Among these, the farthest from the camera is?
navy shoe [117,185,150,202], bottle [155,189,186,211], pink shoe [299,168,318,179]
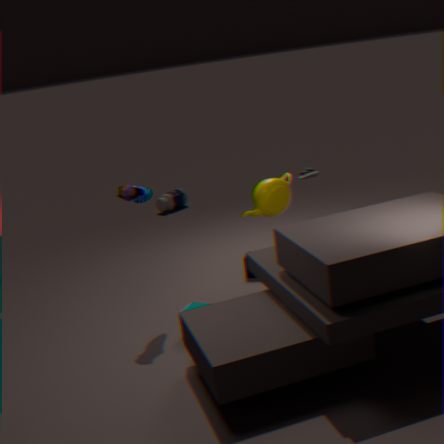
bottle [155,189,186,211]
